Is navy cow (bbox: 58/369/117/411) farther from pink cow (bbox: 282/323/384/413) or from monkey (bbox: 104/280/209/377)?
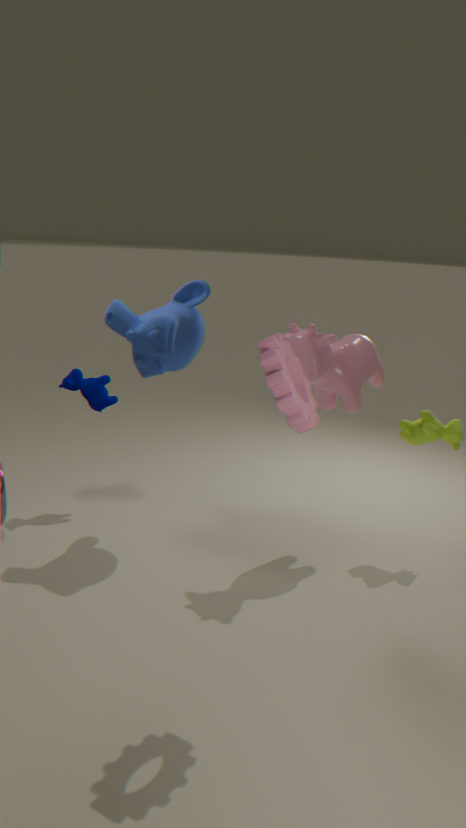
pink cow (bbox: 282/323/384/413)
